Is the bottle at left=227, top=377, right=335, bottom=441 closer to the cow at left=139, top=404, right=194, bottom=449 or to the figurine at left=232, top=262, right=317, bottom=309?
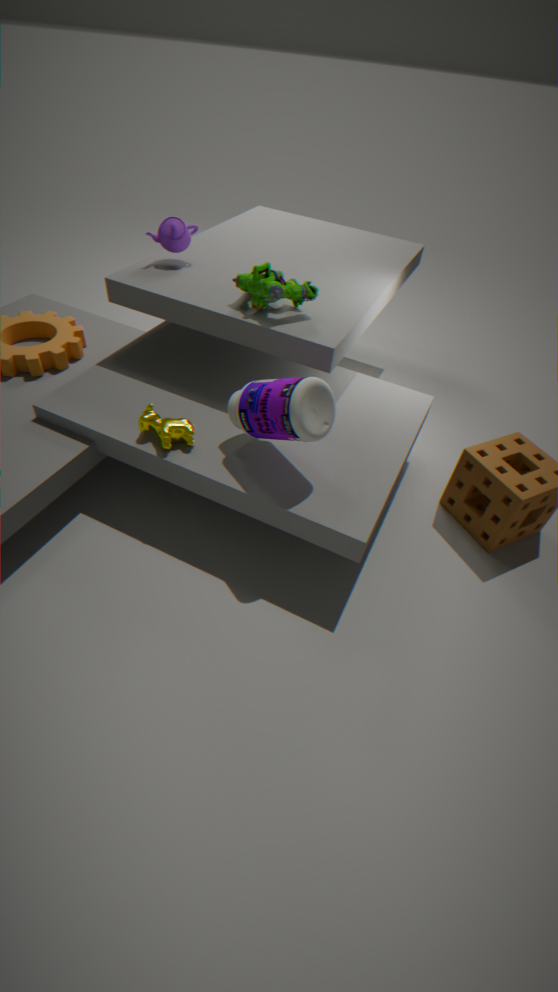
the cow at left=139, top=404, right=194, bottom=449
